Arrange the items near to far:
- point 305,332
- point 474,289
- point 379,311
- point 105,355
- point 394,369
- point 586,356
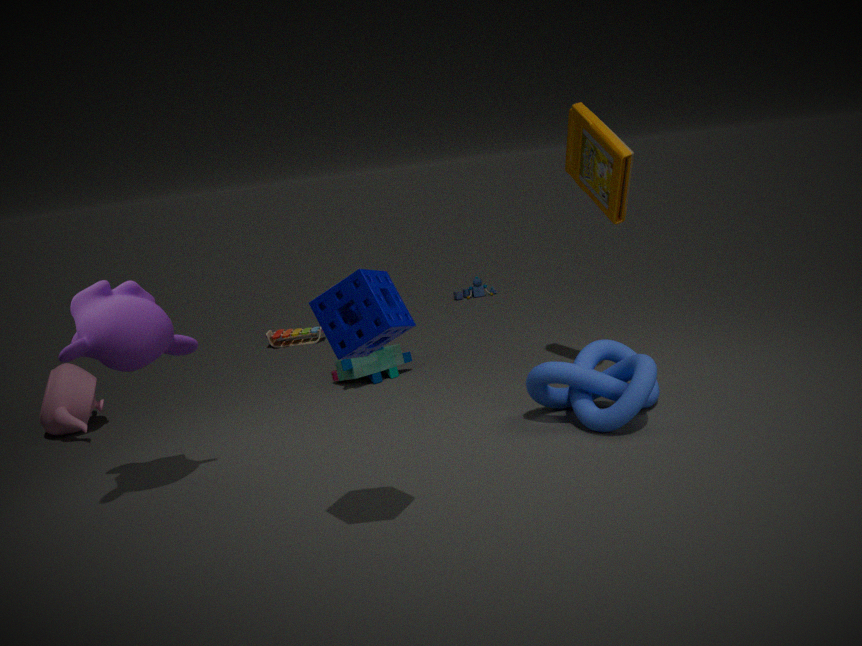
point 379,311
point 105,355
point 586,356
point 394,369
point 305,332
point 474,289
